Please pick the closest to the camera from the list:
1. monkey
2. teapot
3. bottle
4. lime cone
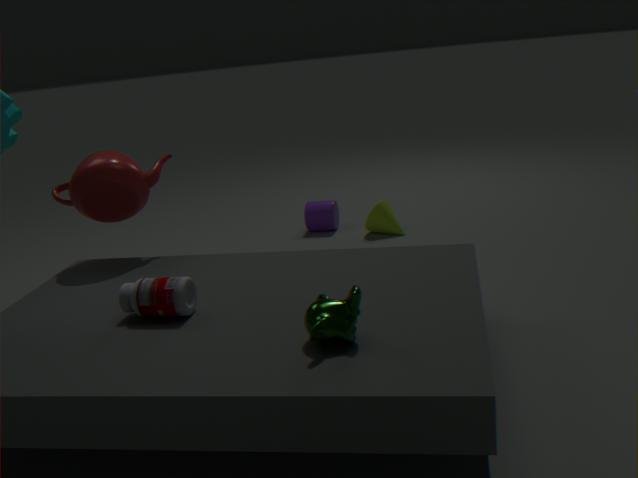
monkey
